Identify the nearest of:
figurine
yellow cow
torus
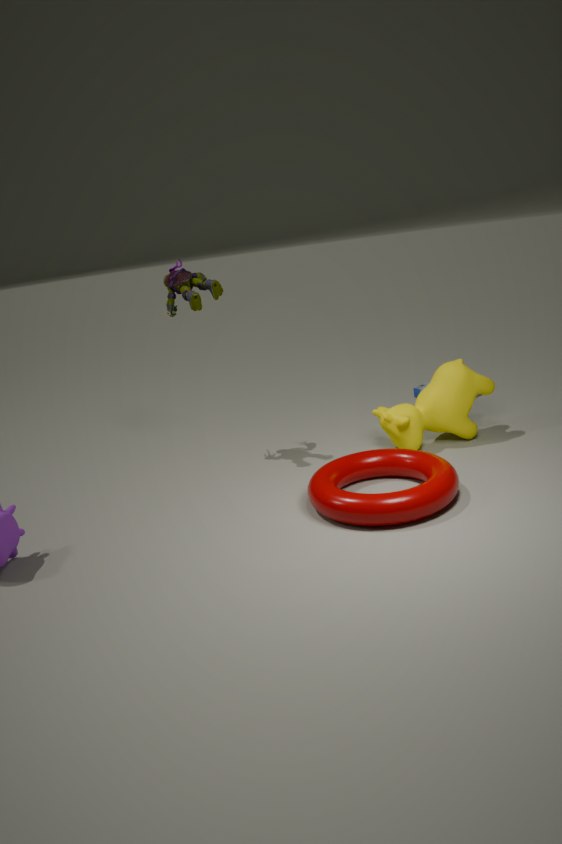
torus
